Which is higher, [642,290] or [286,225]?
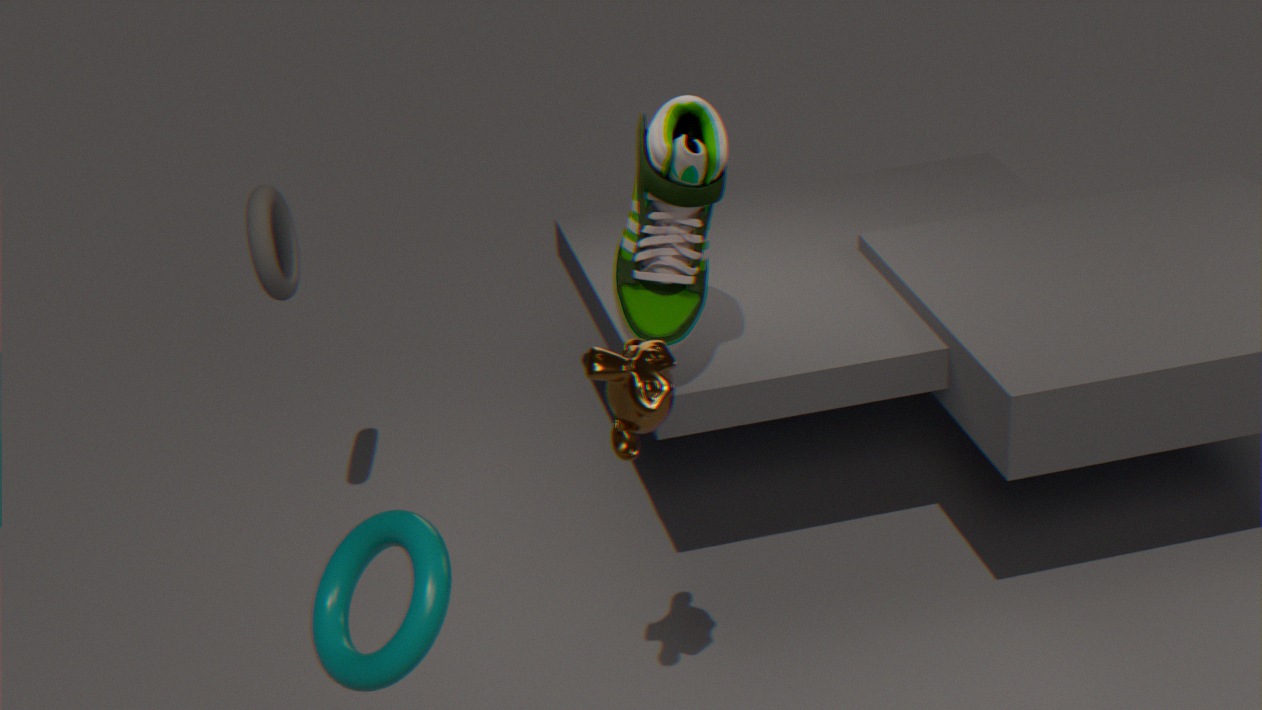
[642,290]
